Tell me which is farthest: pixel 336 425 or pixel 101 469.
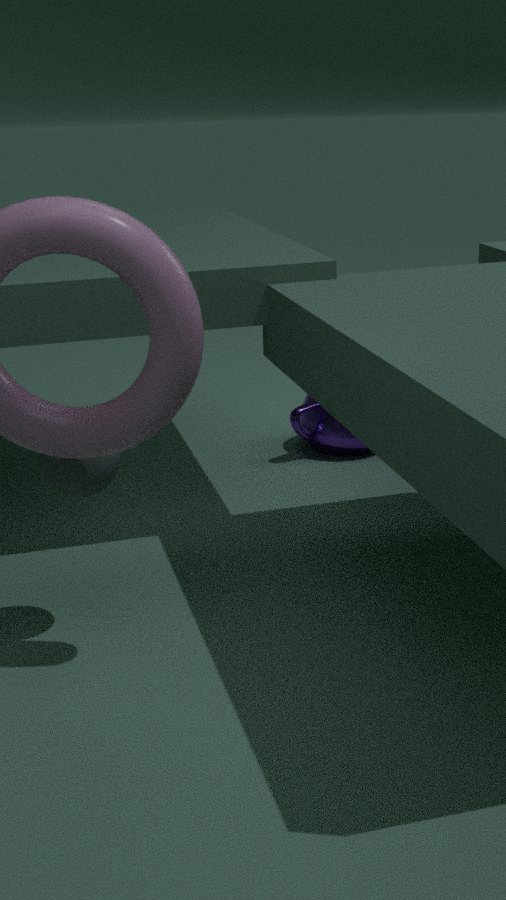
pixel 336 425
